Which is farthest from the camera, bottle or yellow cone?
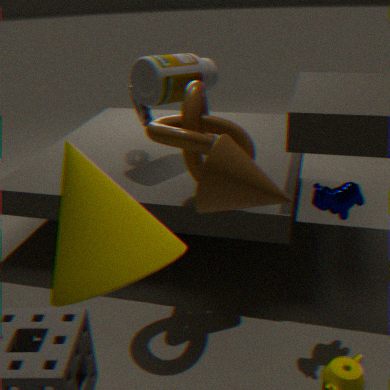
bottle
